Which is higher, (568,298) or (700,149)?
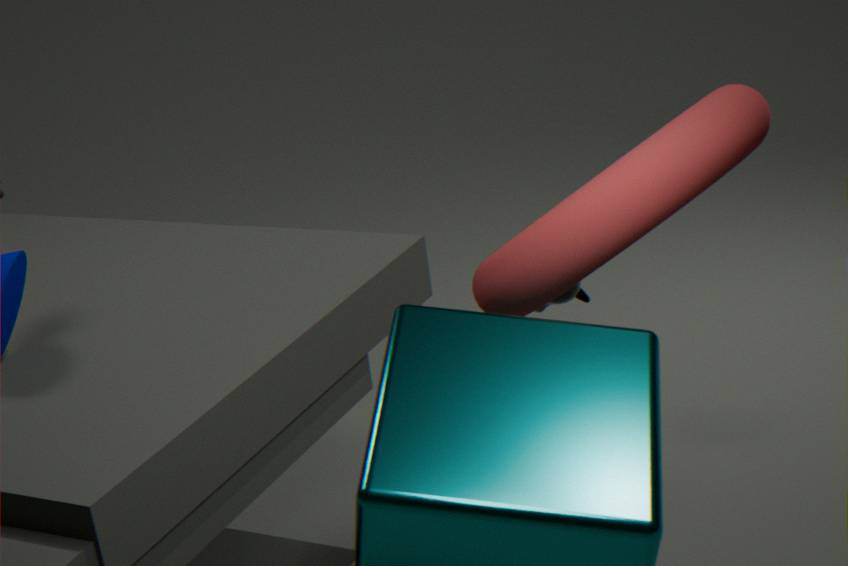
(700,149)
